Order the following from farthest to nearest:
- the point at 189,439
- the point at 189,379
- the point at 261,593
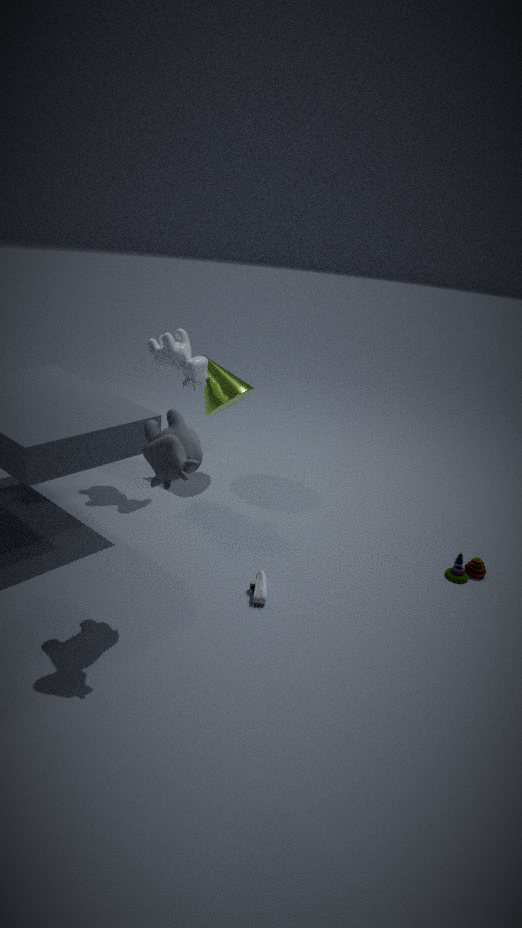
the point at 189,379
the point at 261,593
the point at 189,439
